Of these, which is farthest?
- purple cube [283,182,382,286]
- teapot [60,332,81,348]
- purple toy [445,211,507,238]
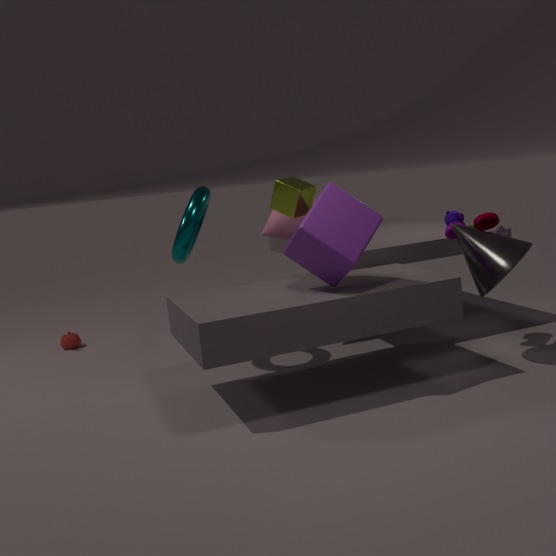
teapot [60,332,81,348]
